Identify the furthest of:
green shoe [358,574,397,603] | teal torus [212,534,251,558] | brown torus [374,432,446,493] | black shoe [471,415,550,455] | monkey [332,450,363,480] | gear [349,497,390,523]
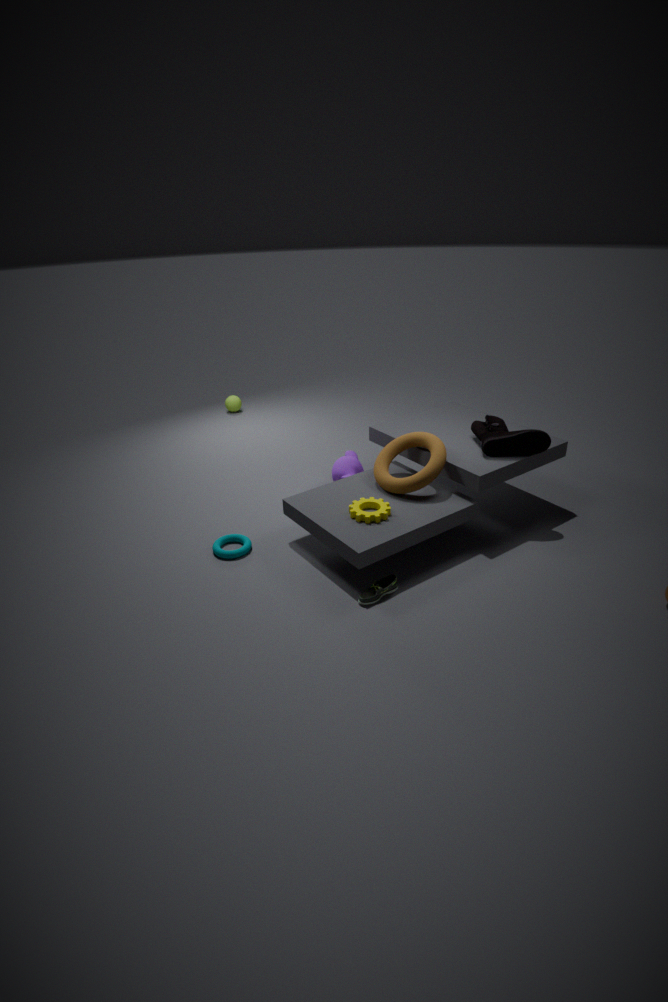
monkey [332,450,363,480]
